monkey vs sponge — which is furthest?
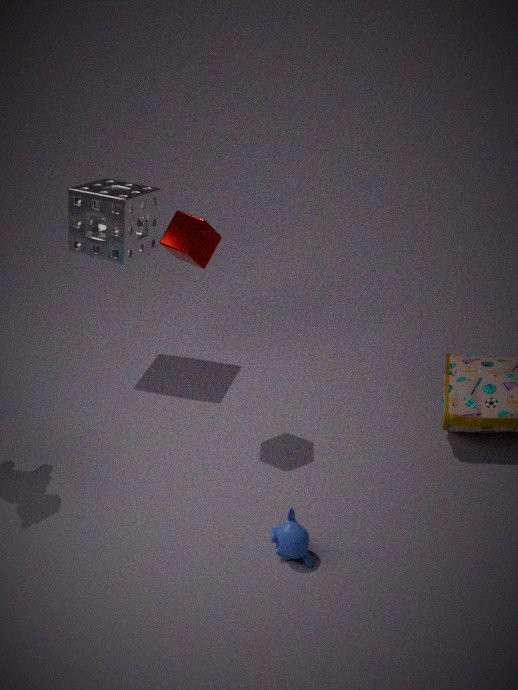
sponge
